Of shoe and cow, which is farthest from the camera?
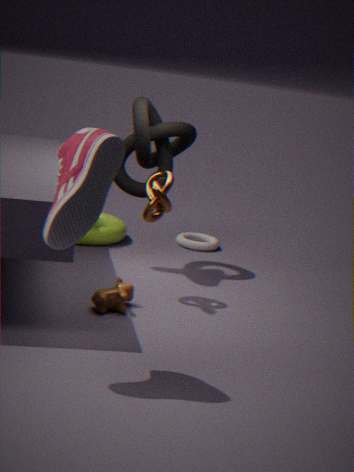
cow
